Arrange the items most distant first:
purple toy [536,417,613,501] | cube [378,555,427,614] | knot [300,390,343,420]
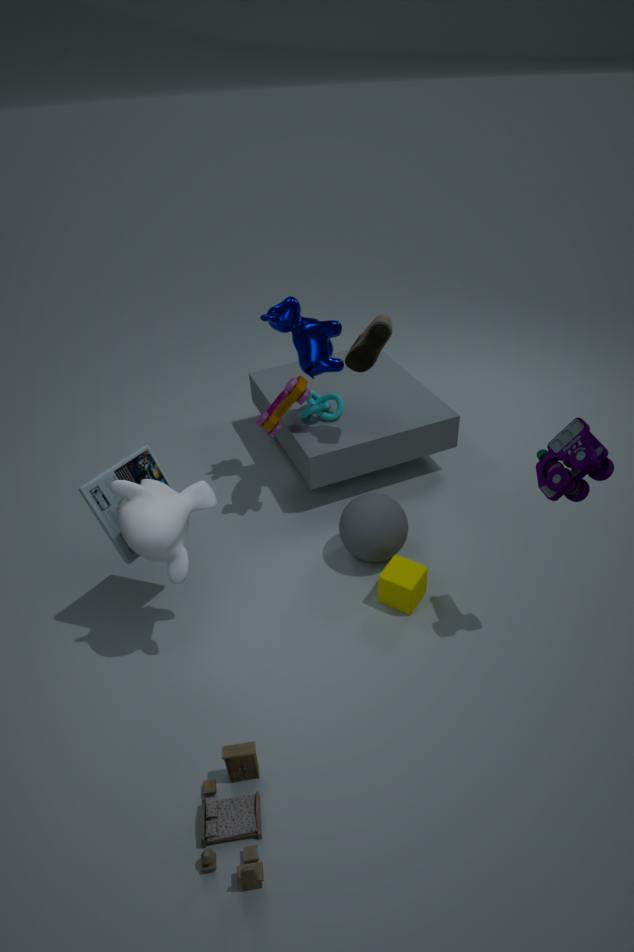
knot [300,390,343,420] → cube [378,555,427,614] → purple toy [536,417,613,501]
